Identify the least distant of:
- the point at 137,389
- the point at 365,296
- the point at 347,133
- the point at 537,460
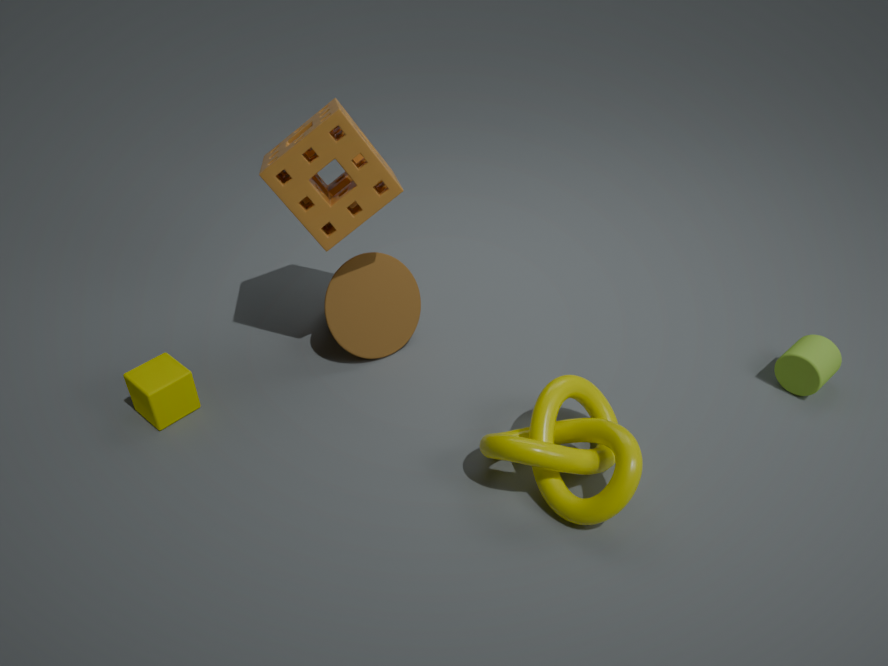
the point at 537,460
